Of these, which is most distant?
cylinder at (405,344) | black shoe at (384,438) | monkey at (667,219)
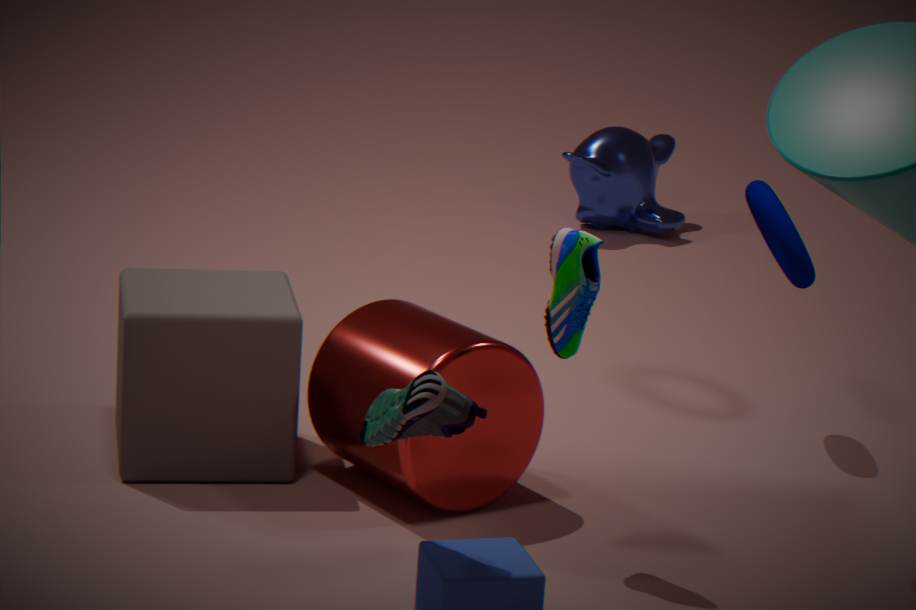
monkey at (667,219)
